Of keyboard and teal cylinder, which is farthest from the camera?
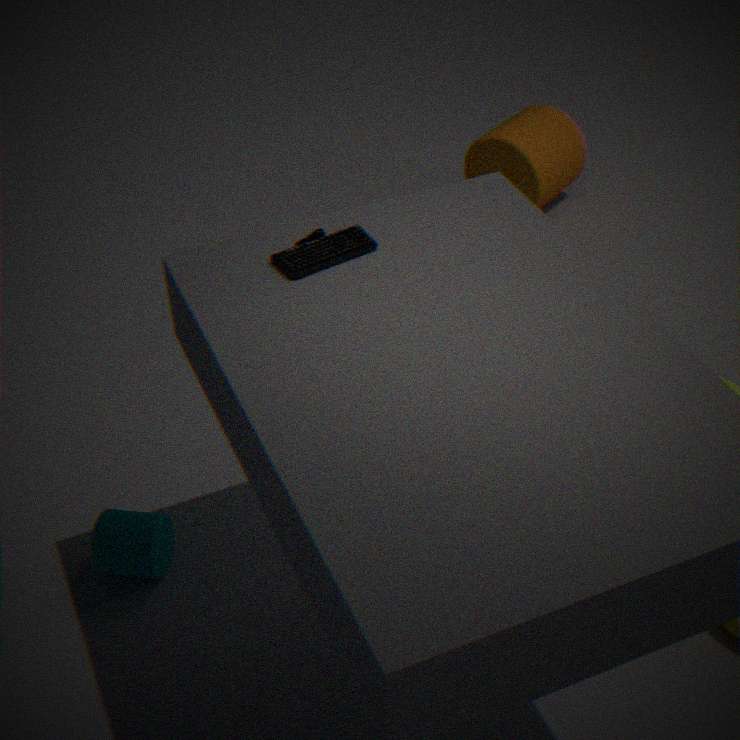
teal cylinder
